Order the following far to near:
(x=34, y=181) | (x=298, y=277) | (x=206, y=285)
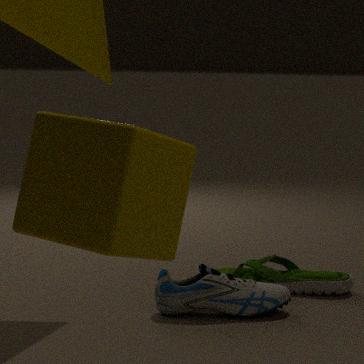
(x=298, y=277) → (x=206, y=285) → (x=34, y=181)
